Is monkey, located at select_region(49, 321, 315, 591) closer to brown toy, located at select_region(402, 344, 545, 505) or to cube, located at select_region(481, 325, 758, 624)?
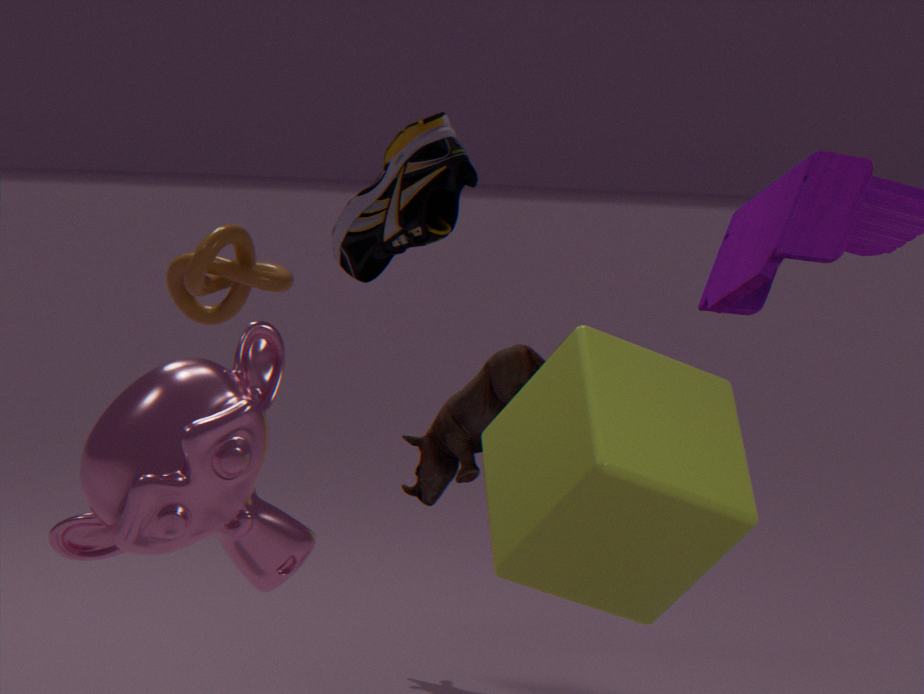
cube, located at select_region(481, 325, 758, 624)
